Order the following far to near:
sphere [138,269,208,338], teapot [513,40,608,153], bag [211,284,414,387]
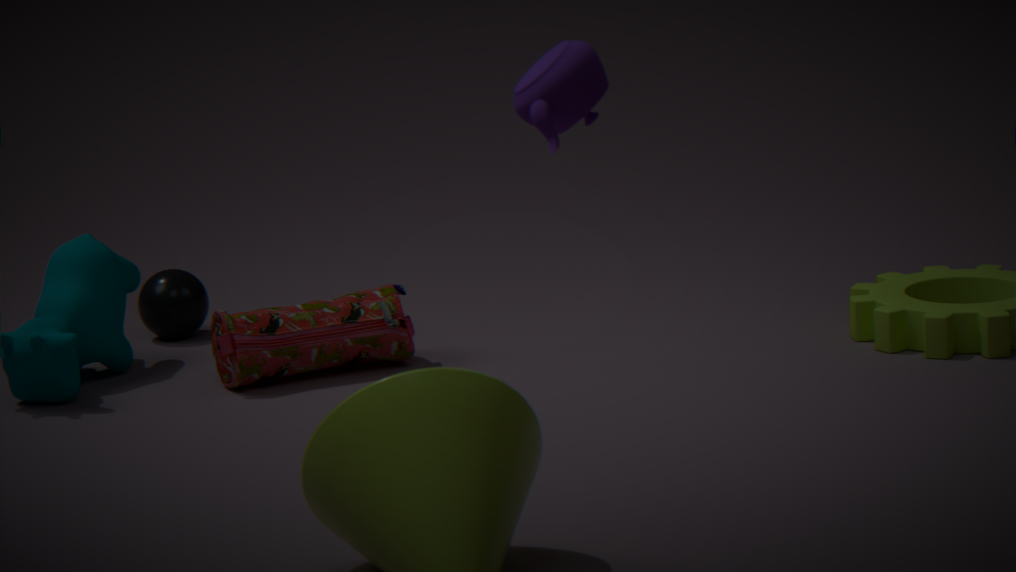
sphere [138,269,208,338] < bag [211,284,414,387] < teapot [513,40,608,153]
